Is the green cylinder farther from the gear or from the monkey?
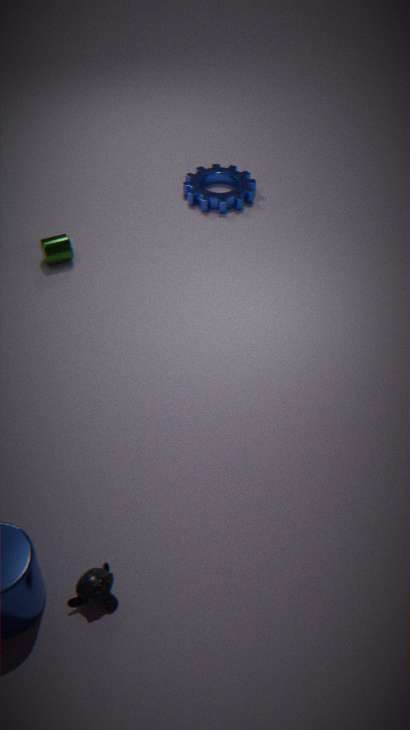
the monkey
